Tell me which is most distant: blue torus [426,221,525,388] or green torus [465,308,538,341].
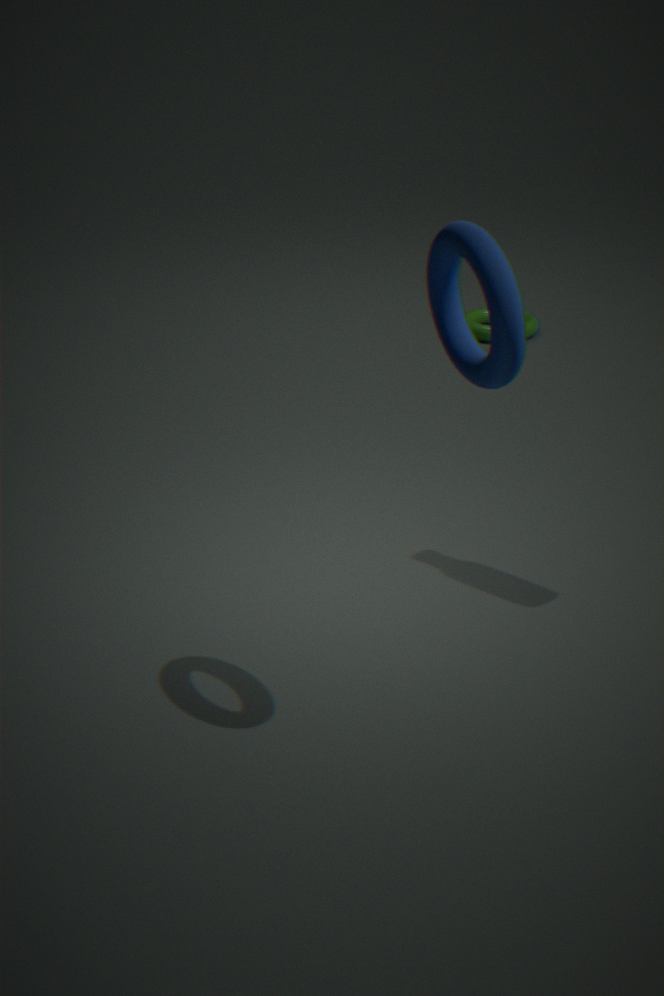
green torus [465,308,538,341]
